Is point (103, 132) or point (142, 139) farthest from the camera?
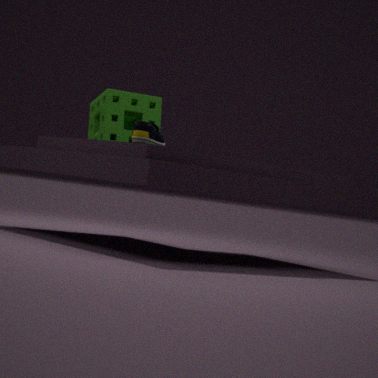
point (103, 132)
